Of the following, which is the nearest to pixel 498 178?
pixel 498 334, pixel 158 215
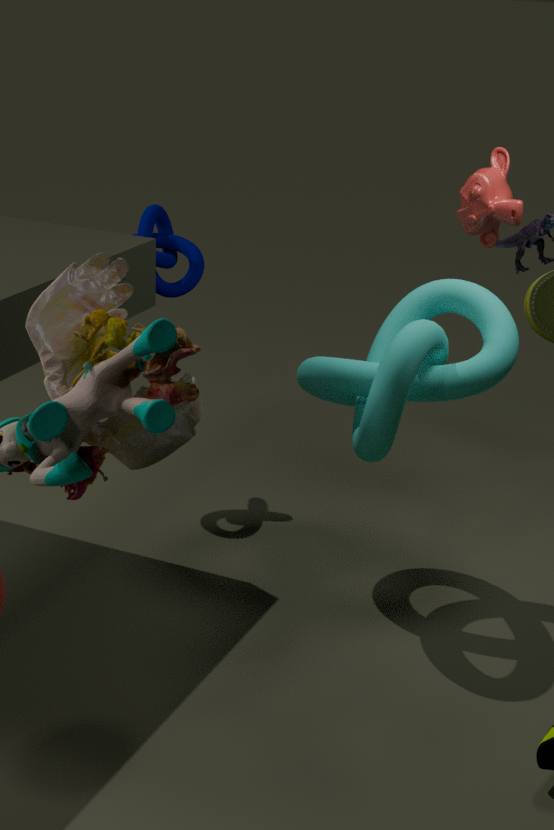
pixel 498 334
